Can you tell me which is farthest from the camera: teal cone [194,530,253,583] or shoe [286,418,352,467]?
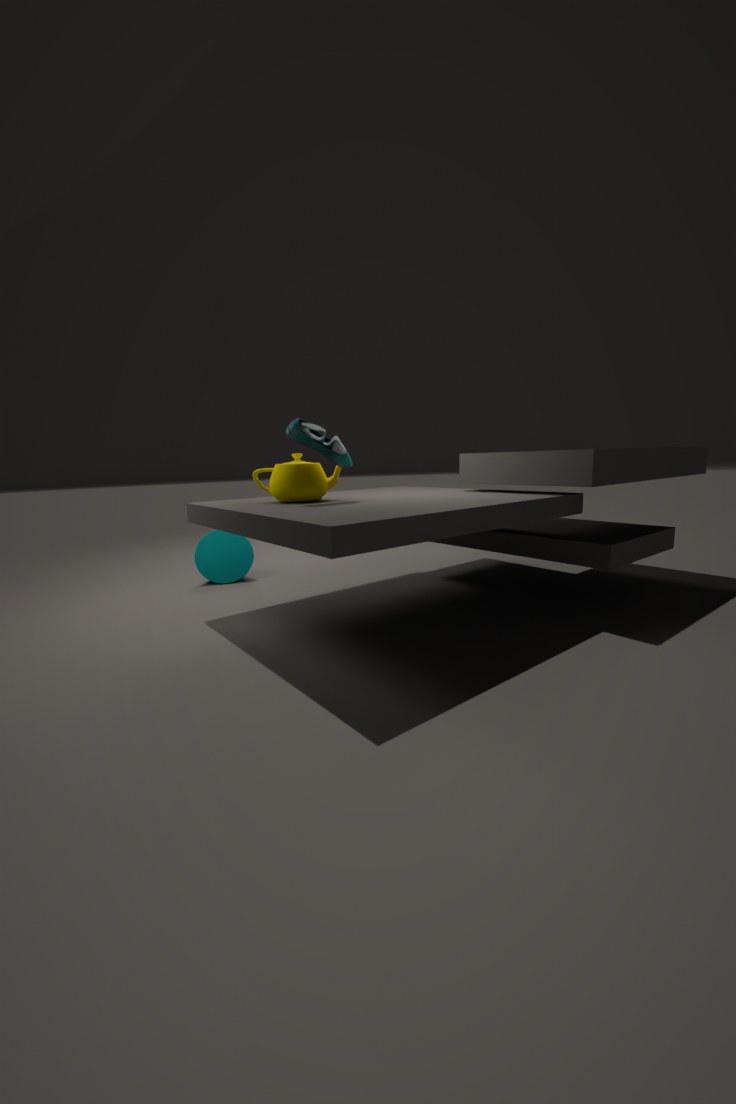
teal cone [194,530,253,583]
